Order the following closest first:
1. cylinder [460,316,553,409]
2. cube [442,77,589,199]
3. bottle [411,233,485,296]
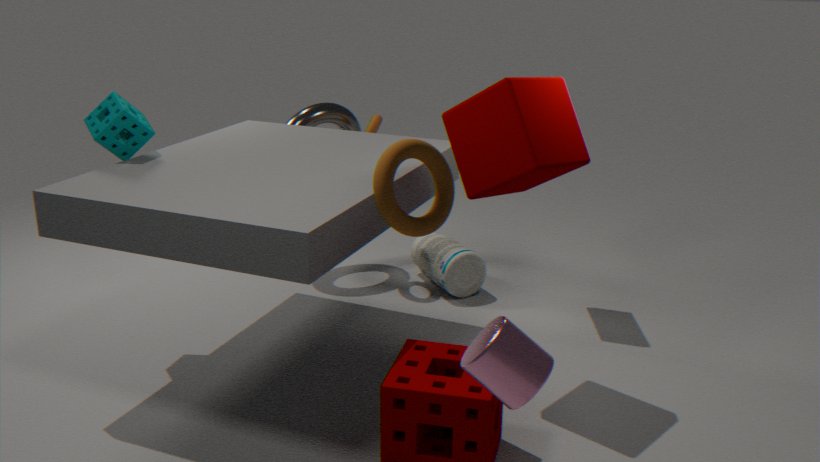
1. cylinder [460,316,553,409]
2. cube [442,77,589,199]
3. bottle [411,233,485,296]
